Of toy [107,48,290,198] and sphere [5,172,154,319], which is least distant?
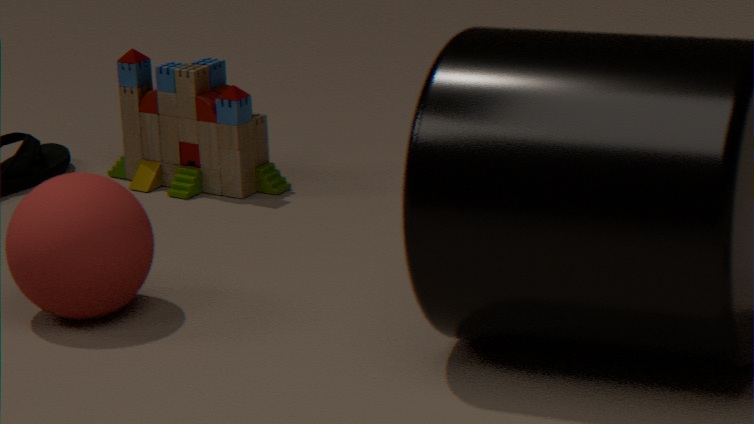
sphere [5,172,154,319]
